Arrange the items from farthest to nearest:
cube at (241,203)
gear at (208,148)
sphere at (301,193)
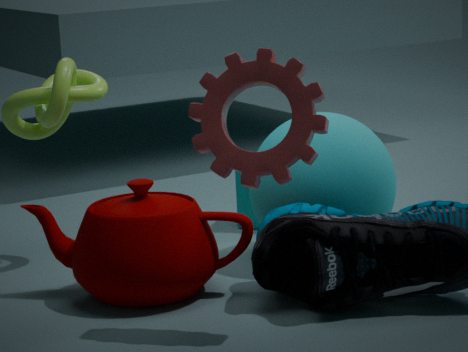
1. cube at (241,203)
2. sphere at (301,193)
3. gear at (208,148)
